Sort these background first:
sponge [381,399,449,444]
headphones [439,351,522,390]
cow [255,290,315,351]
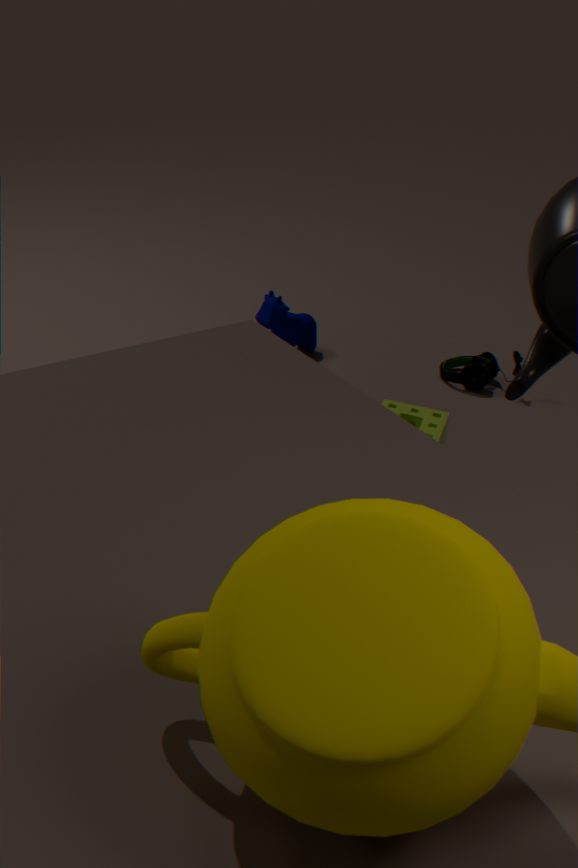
cow [255,290,315,351], headphones [439,351,522,390], sponge [381,399,449,444]
